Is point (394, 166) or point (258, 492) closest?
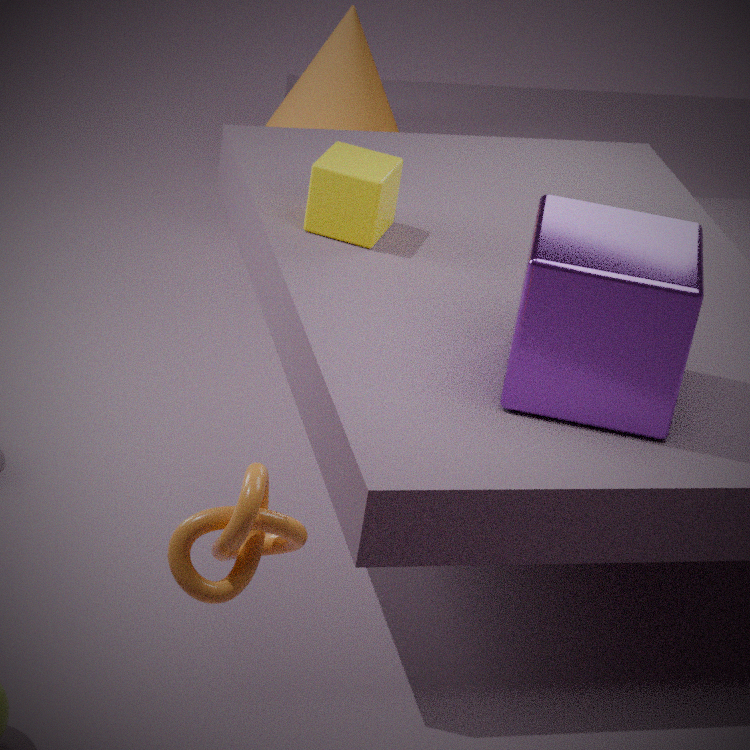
point (258, 492)
